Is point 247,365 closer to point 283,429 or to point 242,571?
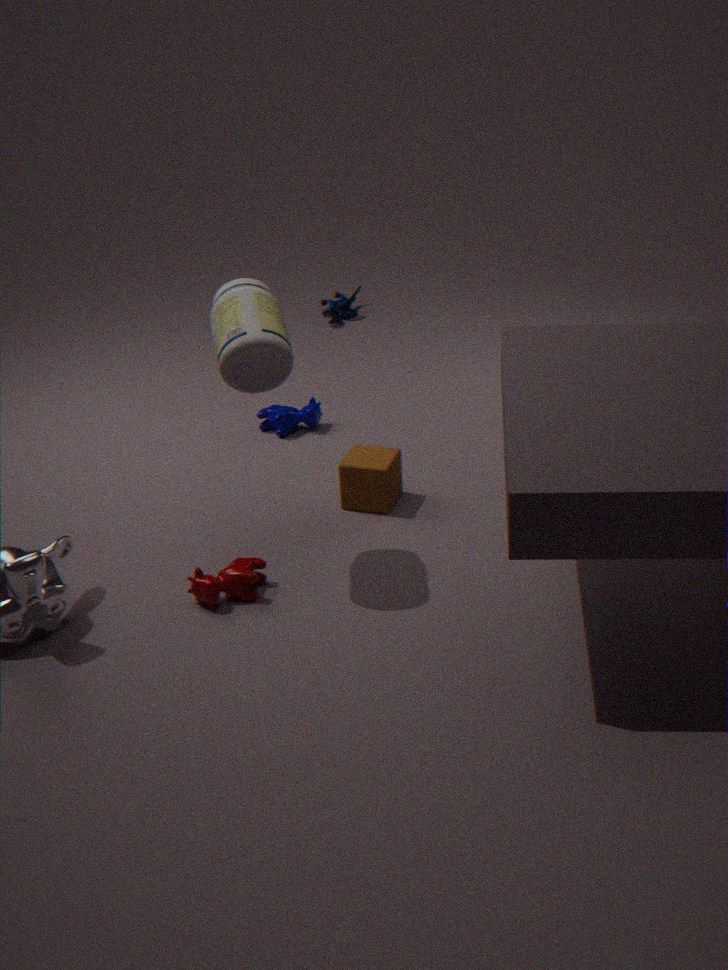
point 242,571
